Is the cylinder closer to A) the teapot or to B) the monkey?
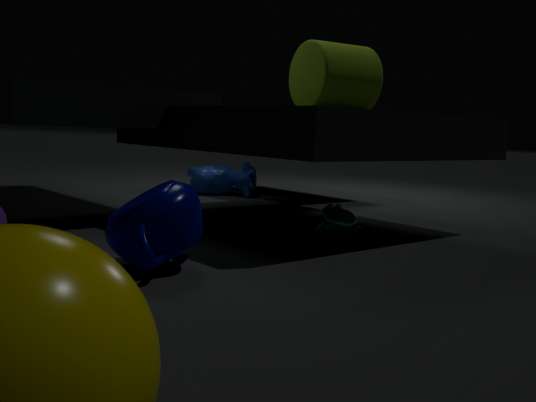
B) the monkey
